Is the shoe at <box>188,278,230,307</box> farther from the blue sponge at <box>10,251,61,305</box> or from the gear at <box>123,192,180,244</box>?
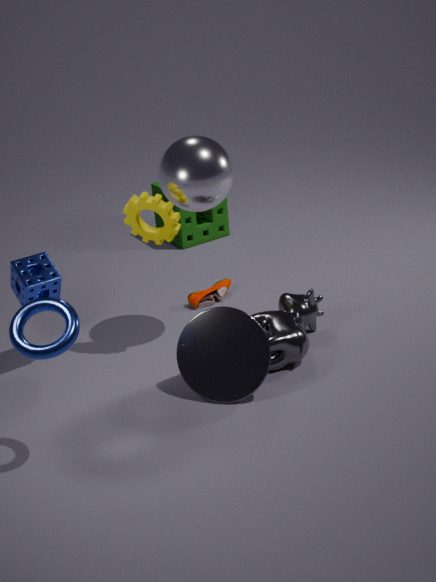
the blue sponge at <box>10,251,61,305</box>
